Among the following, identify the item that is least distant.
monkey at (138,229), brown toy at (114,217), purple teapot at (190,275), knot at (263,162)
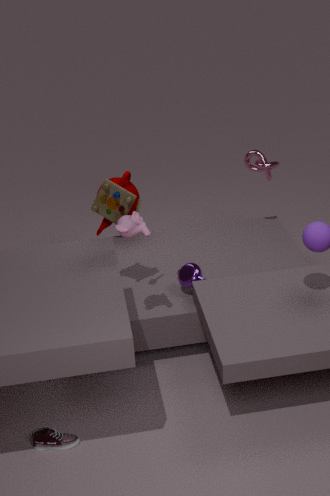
monkey at (138,229)
